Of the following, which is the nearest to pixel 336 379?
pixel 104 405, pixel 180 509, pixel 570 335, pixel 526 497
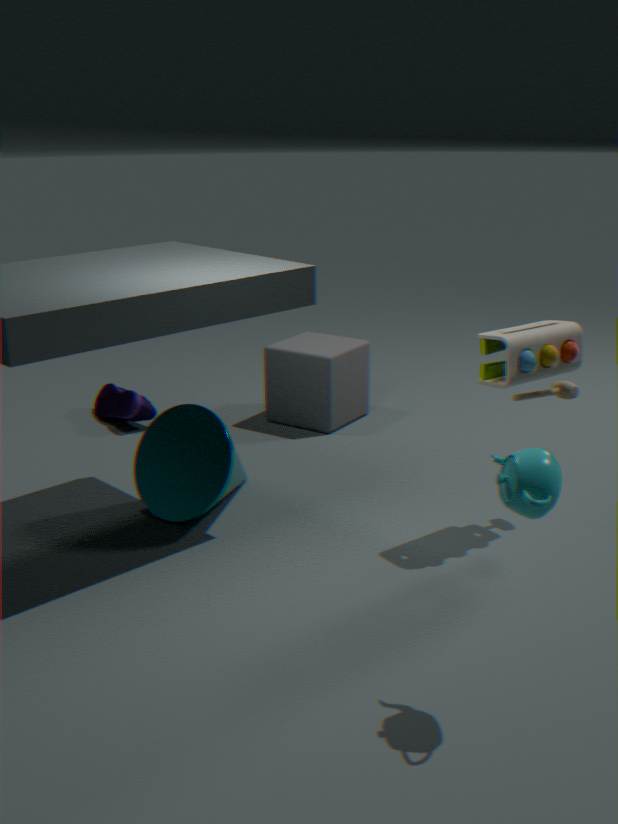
pixel 104 405
